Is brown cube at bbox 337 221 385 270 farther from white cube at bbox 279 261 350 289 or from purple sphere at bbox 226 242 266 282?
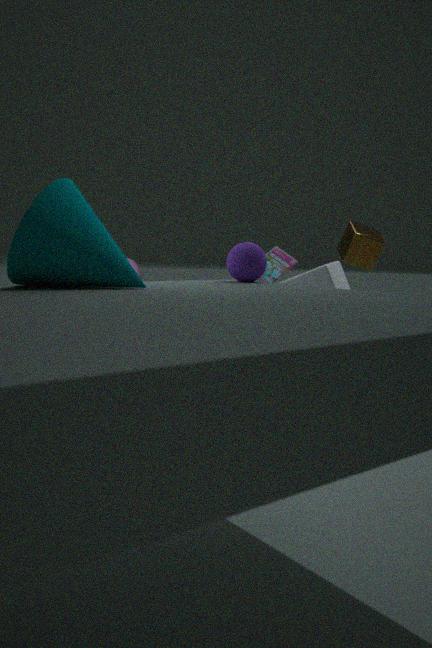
purple sphere at bbox 226 242 266 282
